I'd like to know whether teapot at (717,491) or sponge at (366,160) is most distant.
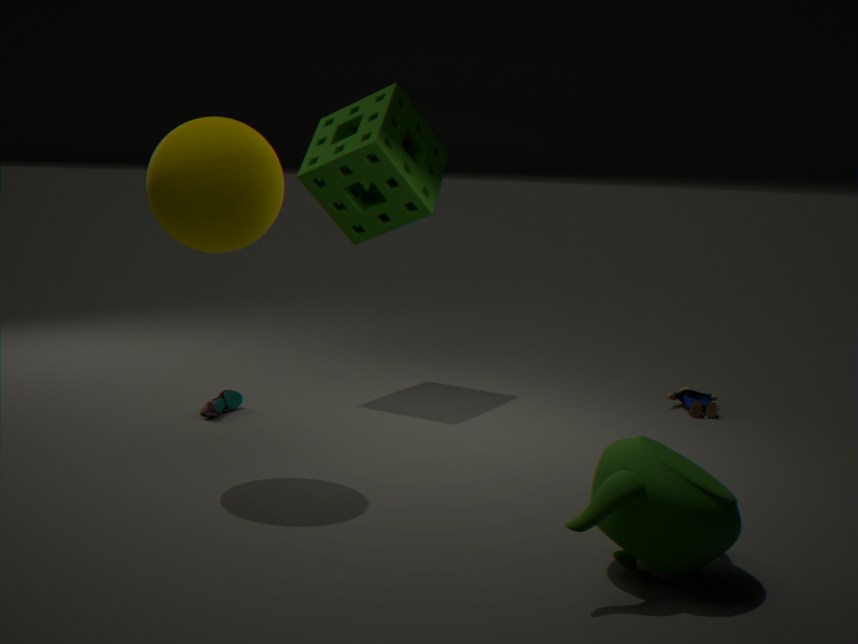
sponge at (366,160)
